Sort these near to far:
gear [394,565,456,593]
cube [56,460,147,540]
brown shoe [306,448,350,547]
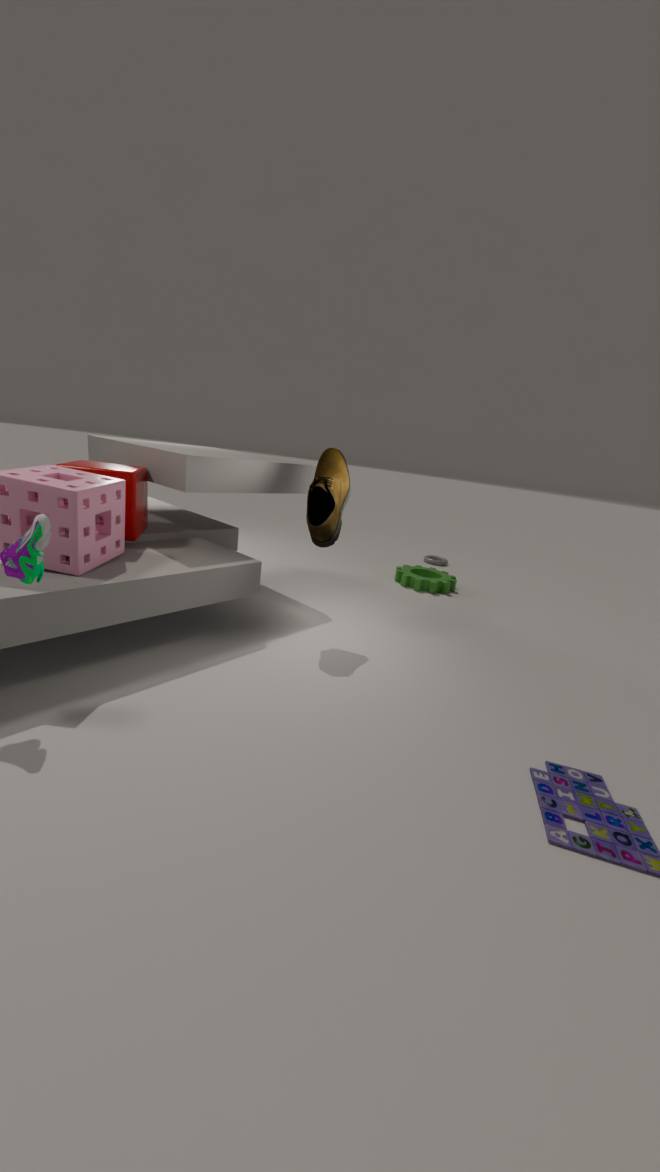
cube [56,460,147,540]
brown shoe [306,448,350,547]
gear [394,565,456,593]
